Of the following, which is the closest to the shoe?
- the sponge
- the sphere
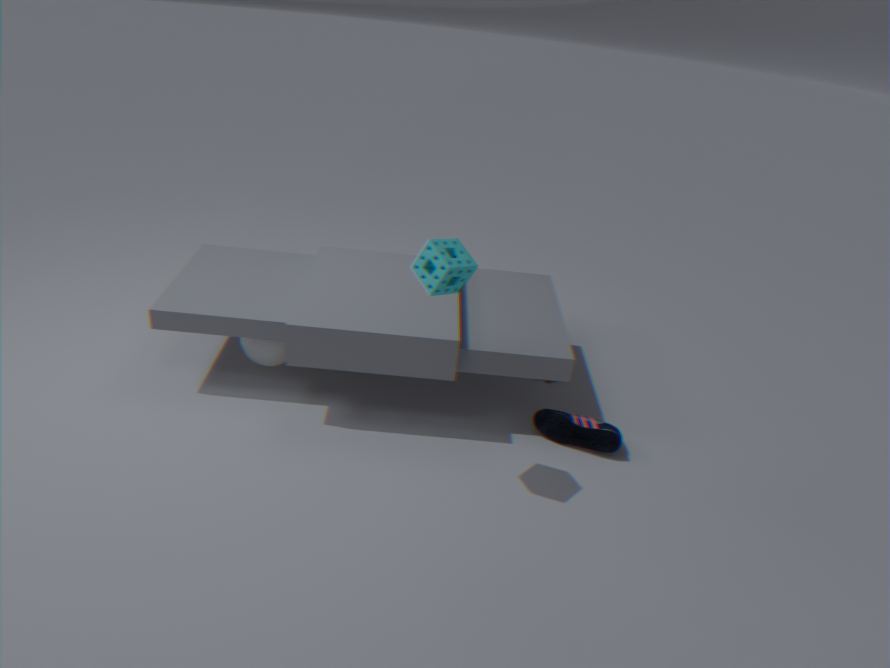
the sponge
